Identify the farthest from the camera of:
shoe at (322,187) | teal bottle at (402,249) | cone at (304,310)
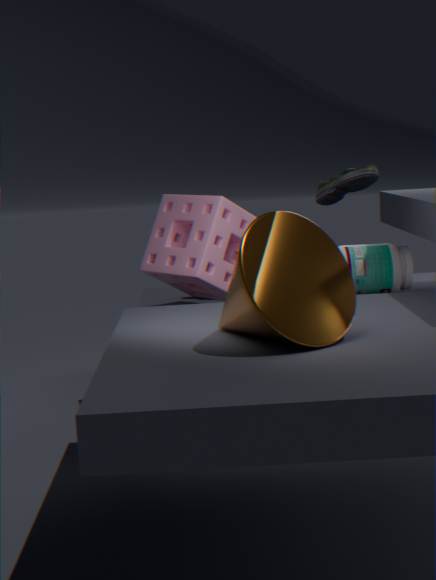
teal bottle at (402,249)
